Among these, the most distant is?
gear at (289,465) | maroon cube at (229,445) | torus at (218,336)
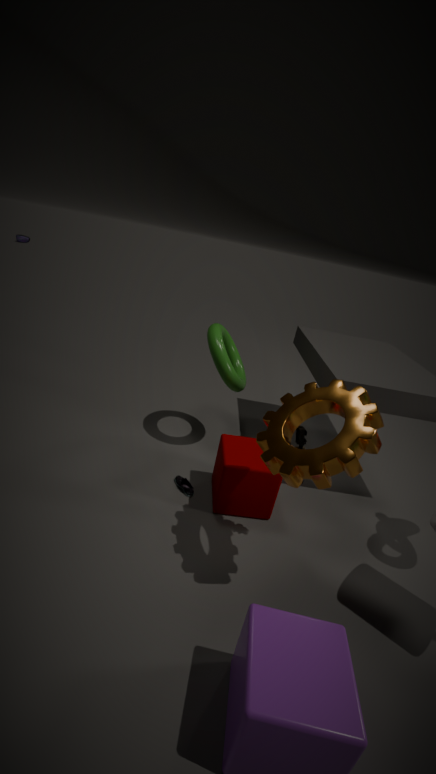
torus at (218,336)
